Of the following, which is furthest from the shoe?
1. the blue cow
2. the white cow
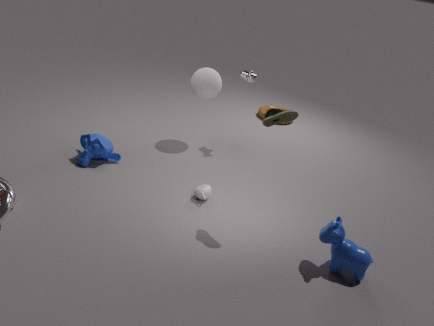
the white cow
